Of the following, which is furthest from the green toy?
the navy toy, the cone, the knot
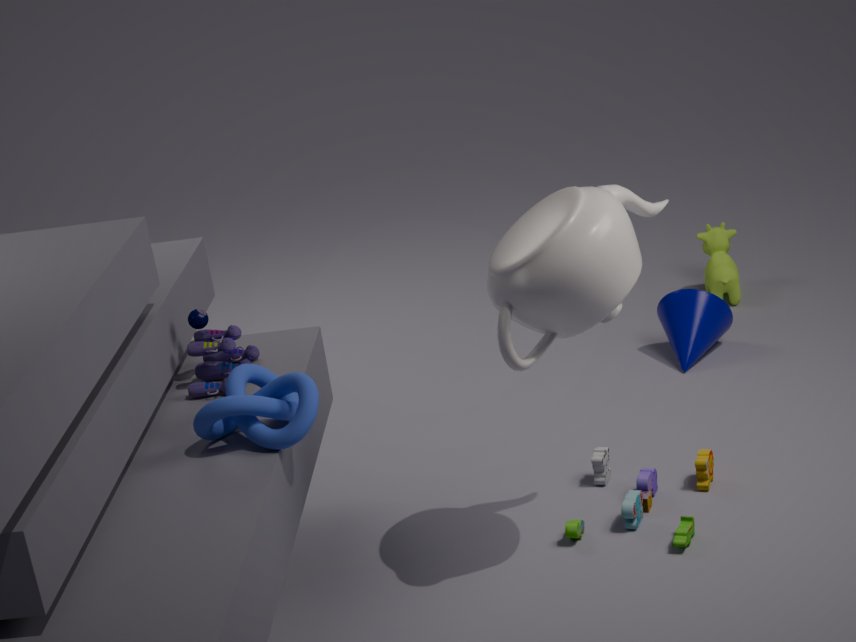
the navy toy
